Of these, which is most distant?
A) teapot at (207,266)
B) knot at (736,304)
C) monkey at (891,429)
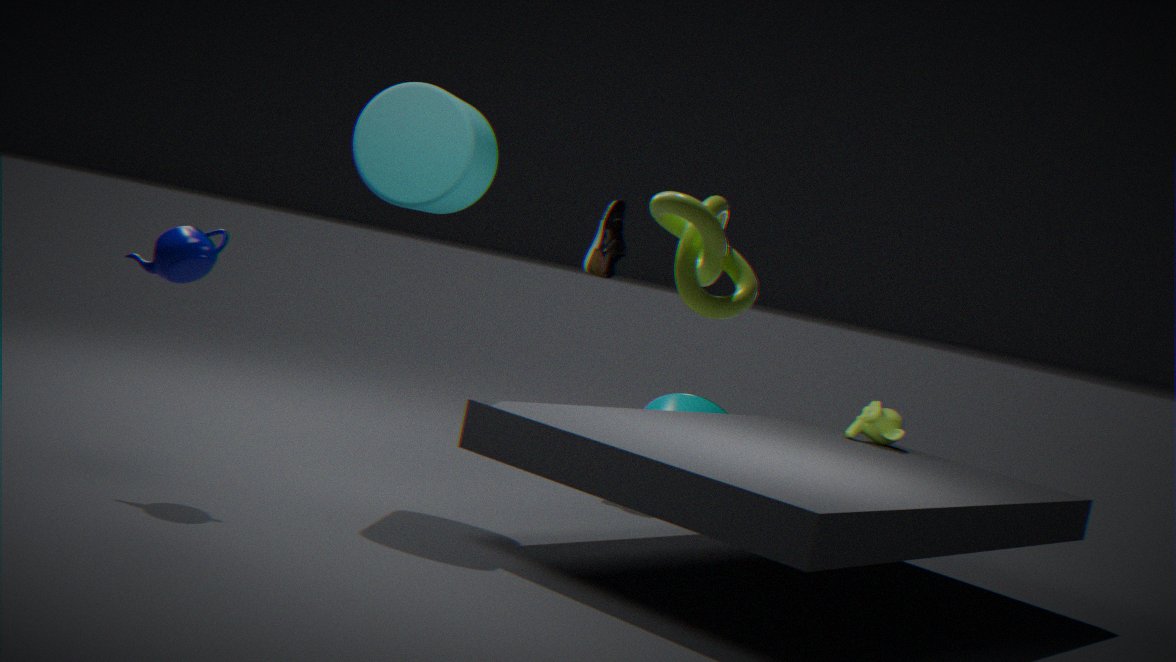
monkey at (891,429)
